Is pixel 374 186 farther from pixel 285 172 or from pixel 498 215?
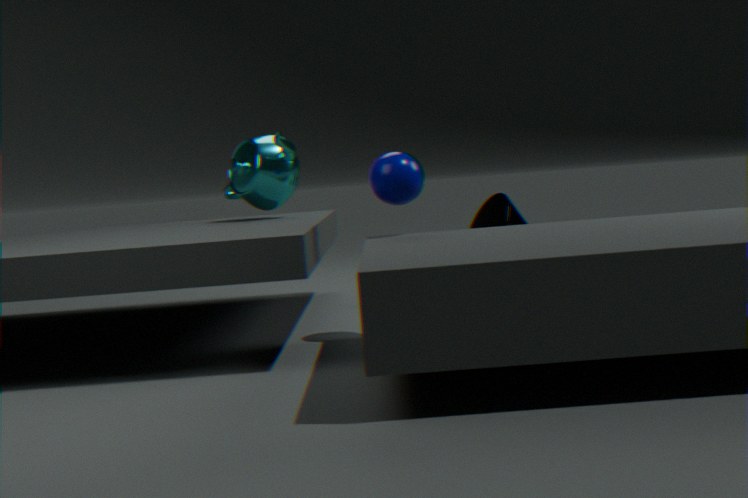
pixel 498 215
